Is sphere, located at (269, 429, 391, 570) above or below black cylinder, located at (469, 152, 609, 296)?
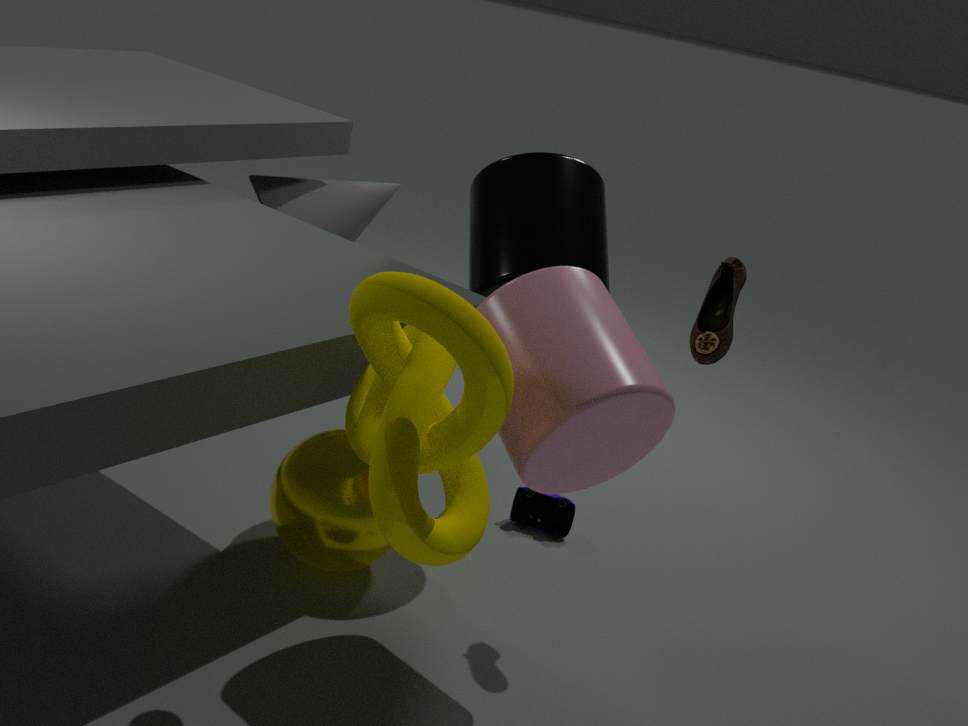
below
